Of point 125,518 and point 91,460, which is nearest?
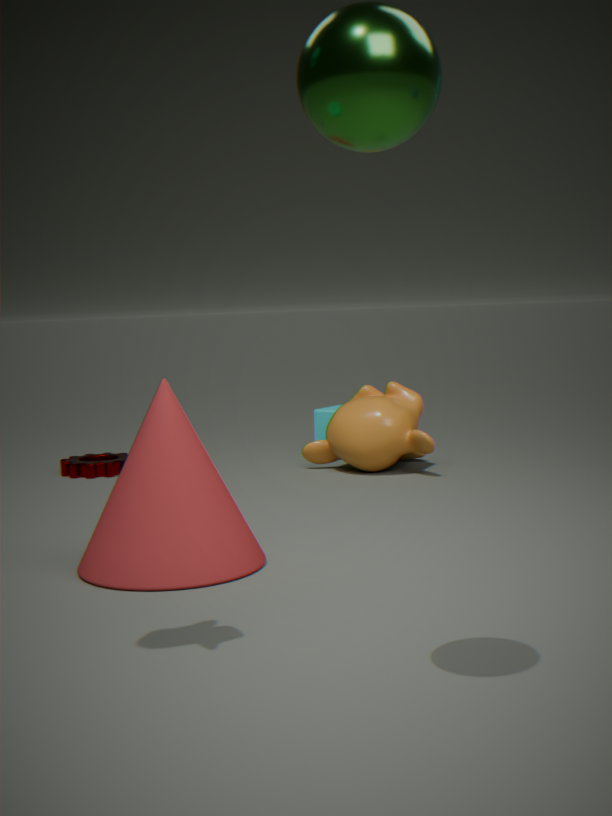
point 125,518
